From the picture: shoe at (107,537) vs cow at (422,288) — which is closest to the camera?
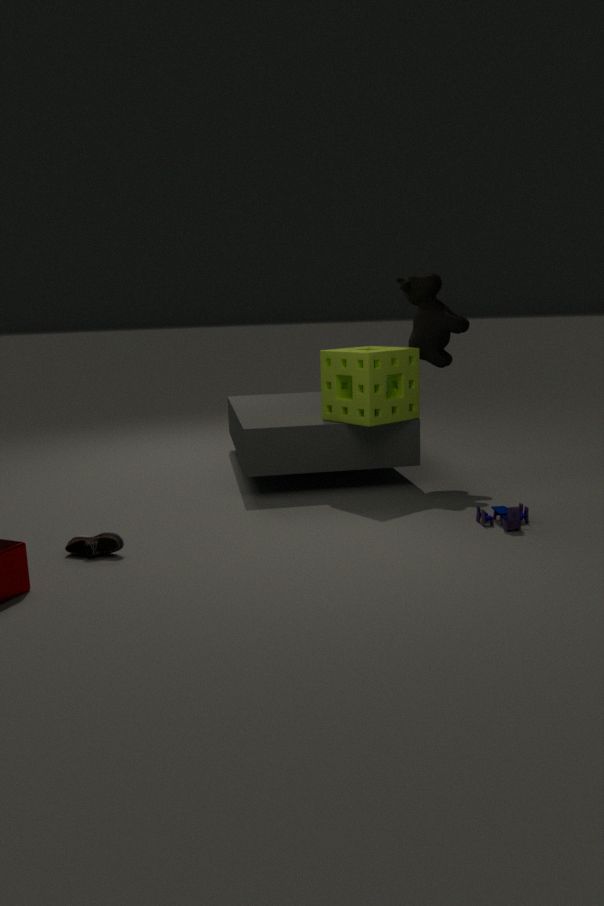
shoe at (107,537)
